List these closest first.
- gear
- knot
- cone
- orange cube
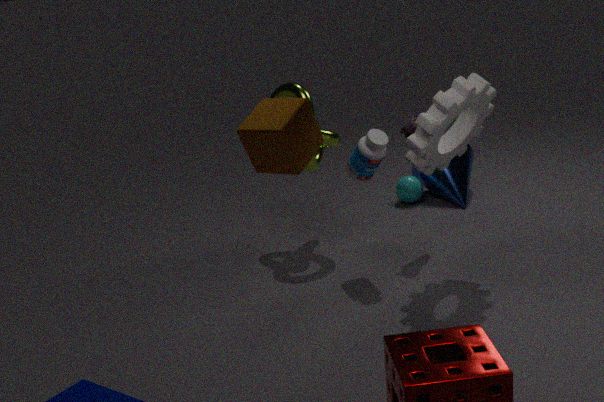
orange cube, gear, knot, cone
